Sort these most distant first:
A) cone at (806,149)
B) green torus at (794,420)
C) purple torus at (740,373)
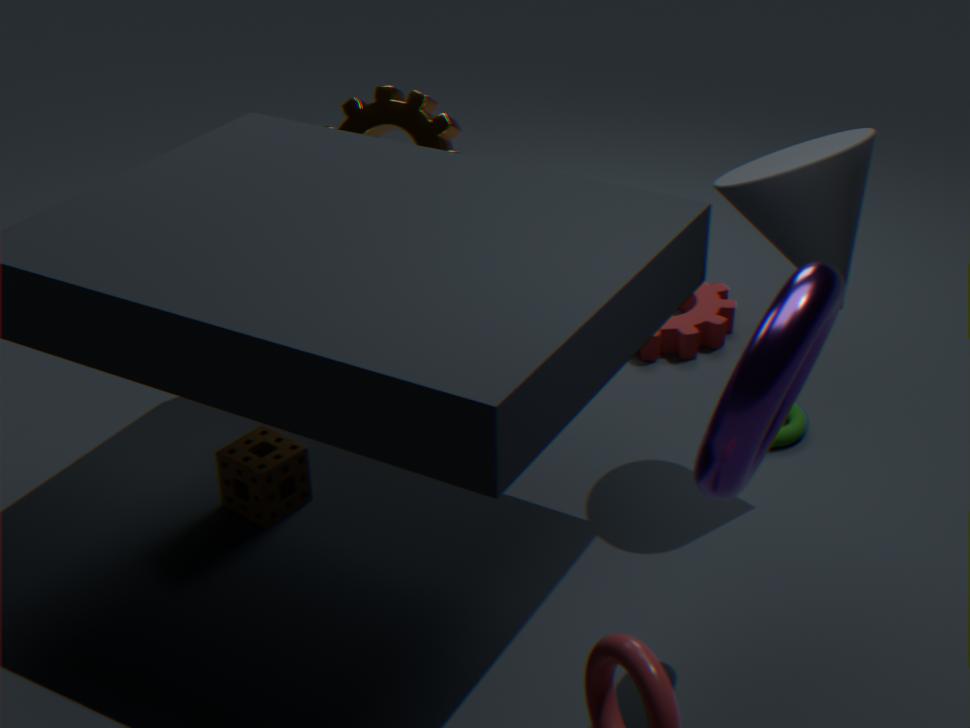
1. green torus at (794,420)
2. cone at (806,149)
3. purple torus at (740,373)
